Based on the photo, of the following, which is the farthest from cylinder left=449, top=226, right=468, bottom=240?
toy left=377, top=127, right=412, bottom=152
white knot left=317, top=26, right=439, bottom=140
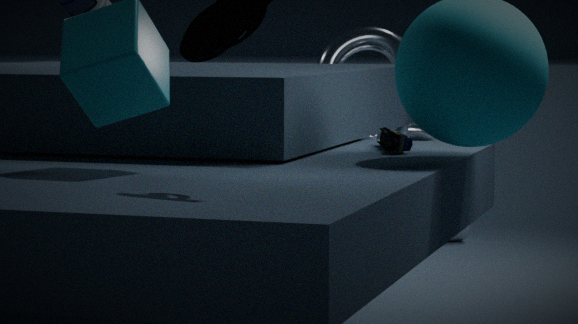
toy left=377, top=127, right=412, bottom=152
